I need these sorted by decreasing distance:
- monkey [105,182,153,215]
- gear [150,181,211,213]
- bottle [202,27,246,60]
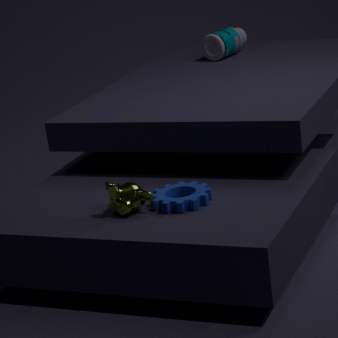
bottle [202,27,246,60] → monkey [105,182,153,215] → gear [150,181,211,213]
